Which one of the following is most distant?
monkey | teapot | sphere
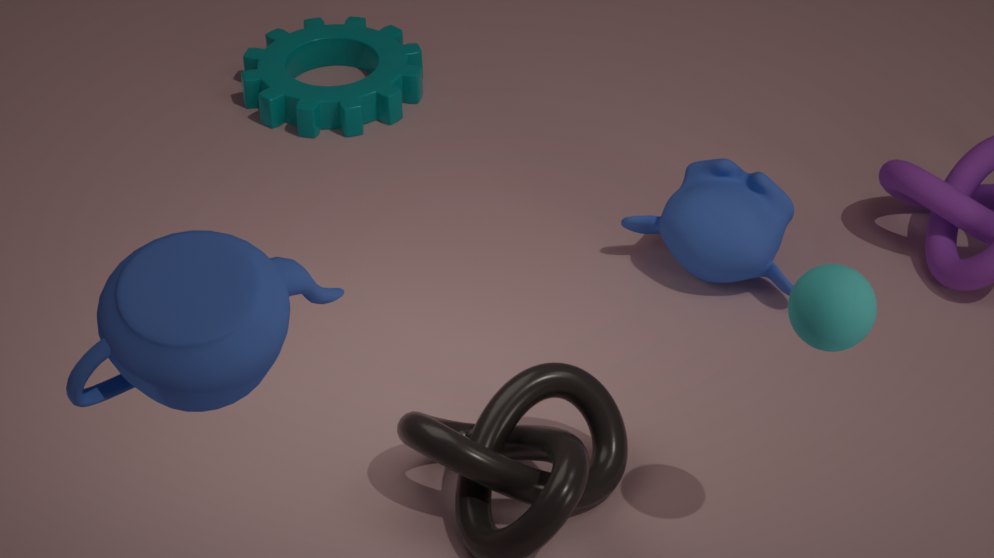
monkey
